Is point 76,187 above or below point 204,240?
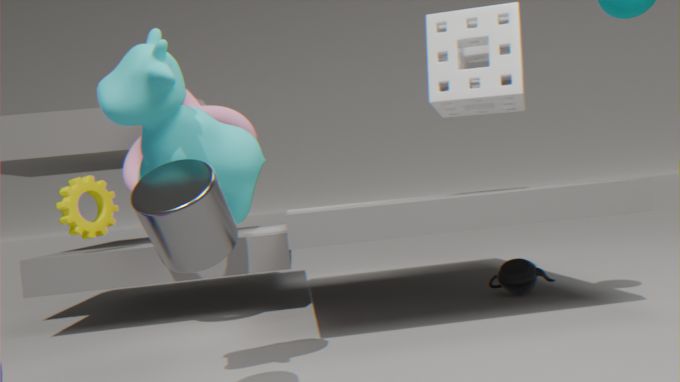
above
